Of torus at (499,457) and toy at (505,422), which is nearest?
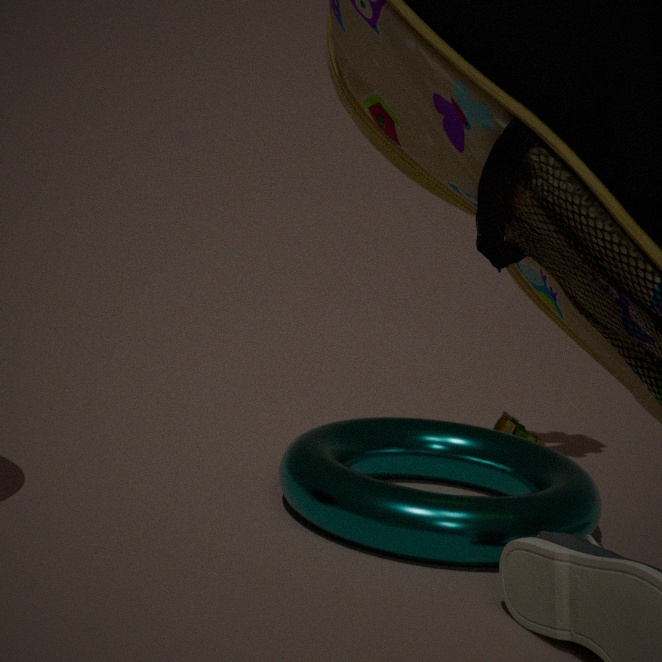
torus at (499,457)
